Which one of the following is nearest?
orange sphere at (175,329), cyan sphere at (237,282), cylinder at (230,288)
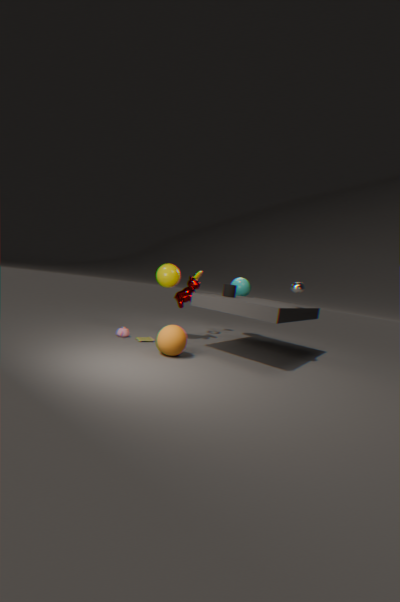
orange sphere at (175,329)
